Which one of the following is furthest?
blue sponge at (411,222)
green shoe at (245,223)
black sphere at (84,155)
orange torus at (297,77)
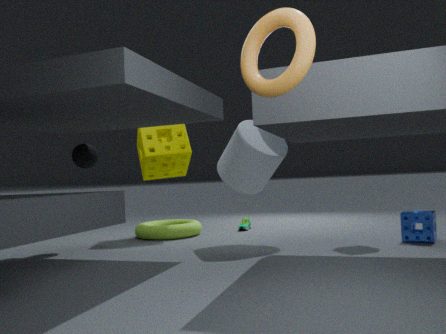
green shoe at (245,223)
